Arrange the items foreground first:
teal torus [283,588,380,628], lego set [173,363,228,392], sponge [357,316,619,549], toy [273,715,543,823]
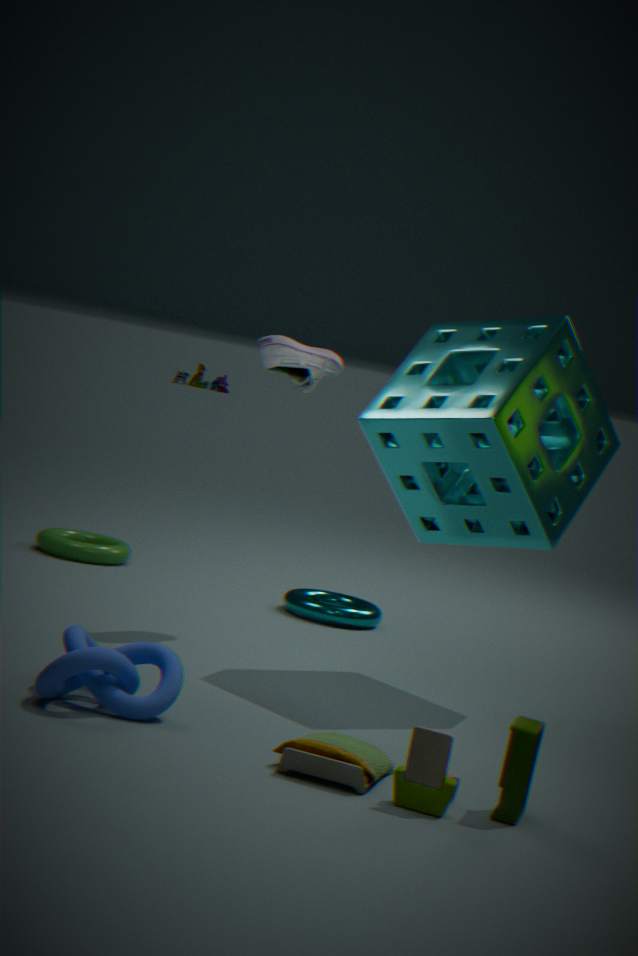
toy [273,715,543,823] → sponge [357,316,619,549] → teal torus [283,588,380,628] → lego set [173,363,228,392]
